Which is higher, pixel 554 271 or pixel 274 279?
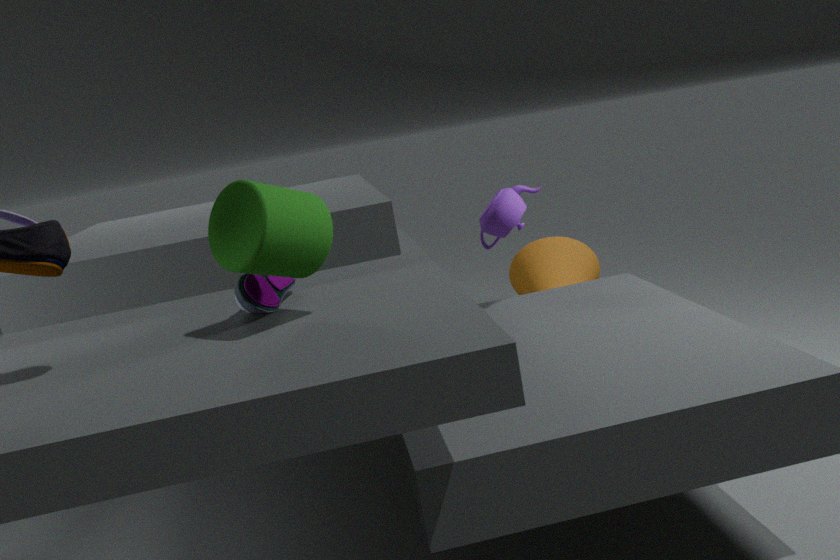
pixel 274 279
